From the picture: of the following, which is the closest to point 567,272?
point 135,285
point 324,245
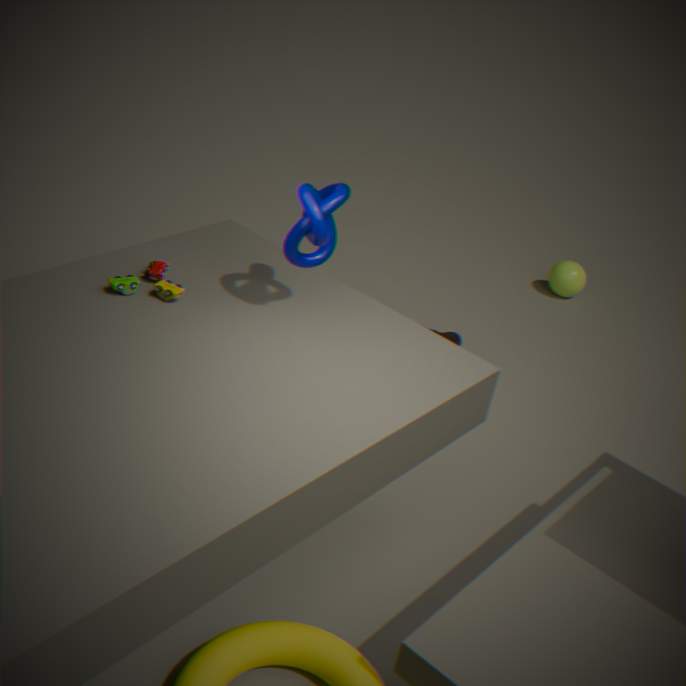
point 324,245
